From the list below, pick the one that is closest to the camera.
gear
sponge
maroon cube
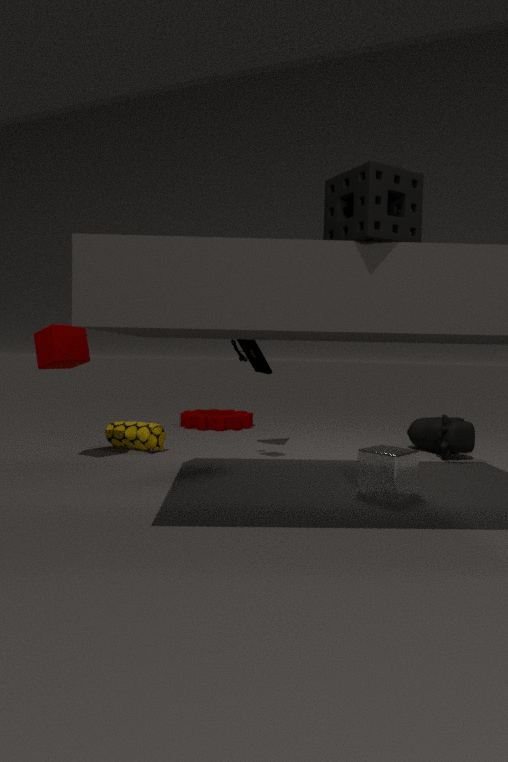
sponge
